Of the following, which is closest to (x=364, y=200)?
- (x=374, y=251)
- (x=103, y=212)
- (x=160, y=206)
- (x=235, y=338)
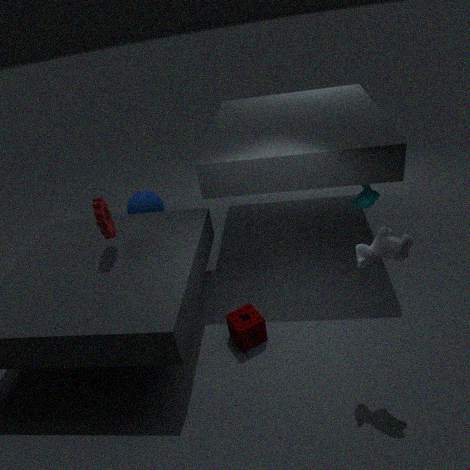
(x=374, y=251)
